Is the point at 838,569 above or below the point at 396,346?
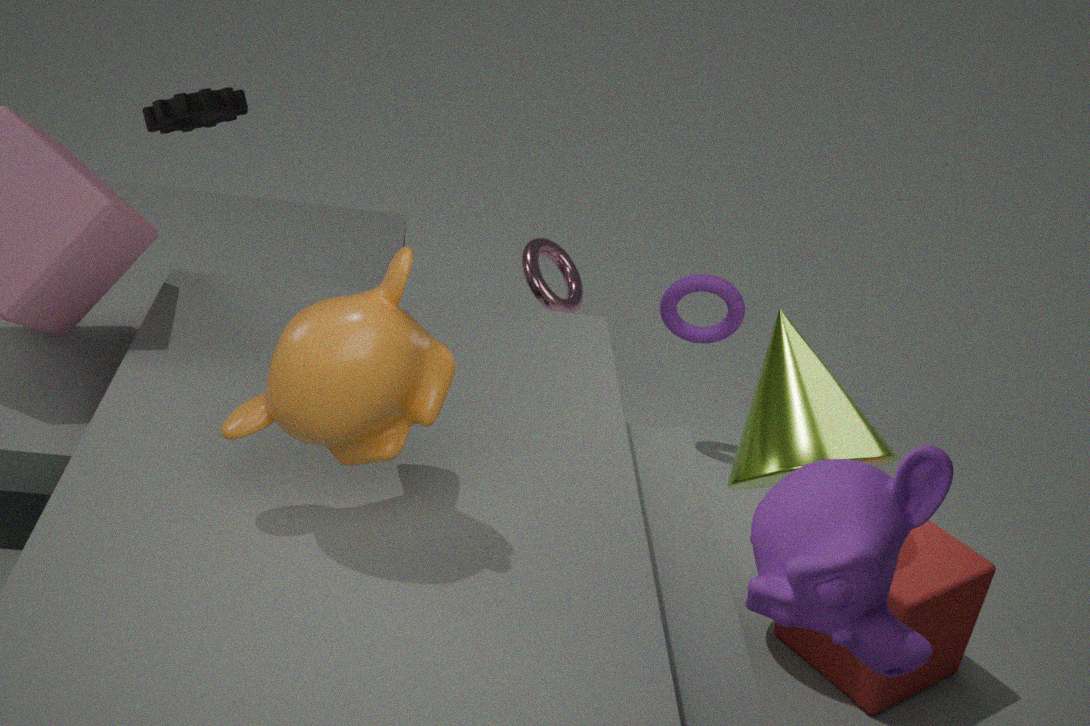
below
